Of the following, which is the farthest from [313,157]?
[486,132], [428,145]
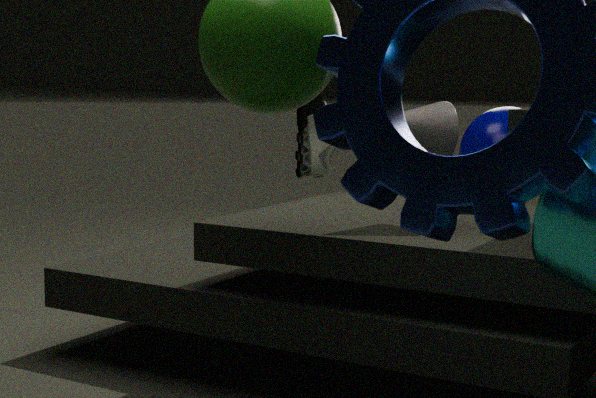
[428,145]
